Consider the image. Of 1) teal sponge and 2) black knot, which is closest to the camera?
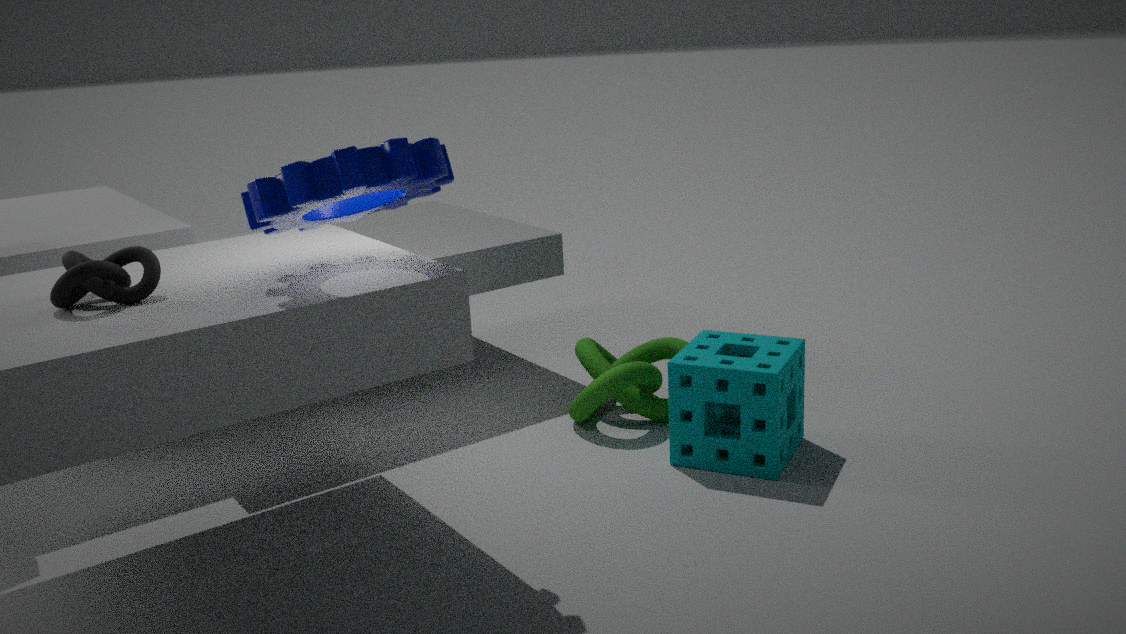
2. black knot
